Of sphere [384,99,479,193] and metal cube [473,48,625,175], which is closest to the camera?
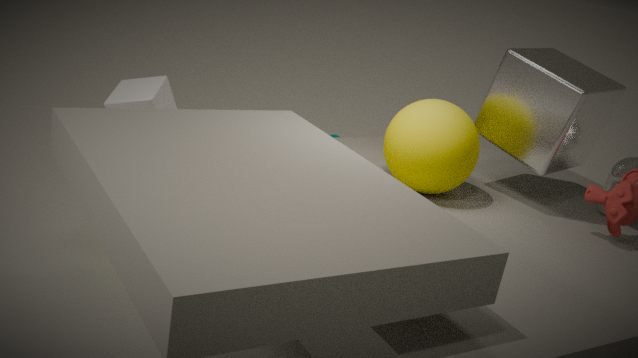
sphere [384,99,479,193]
